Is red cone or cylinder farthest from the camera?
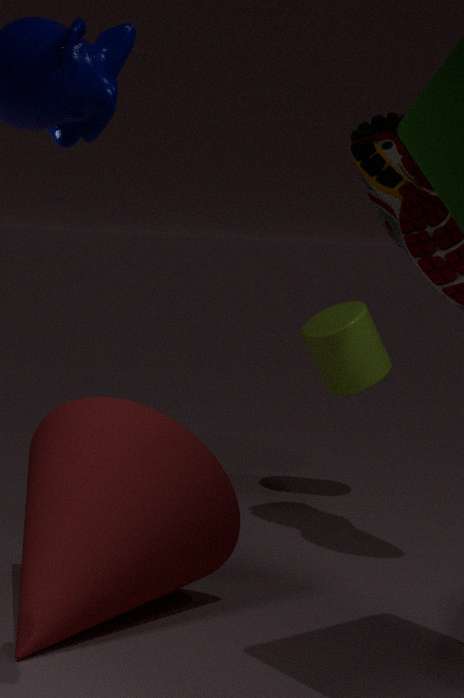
cylinder
